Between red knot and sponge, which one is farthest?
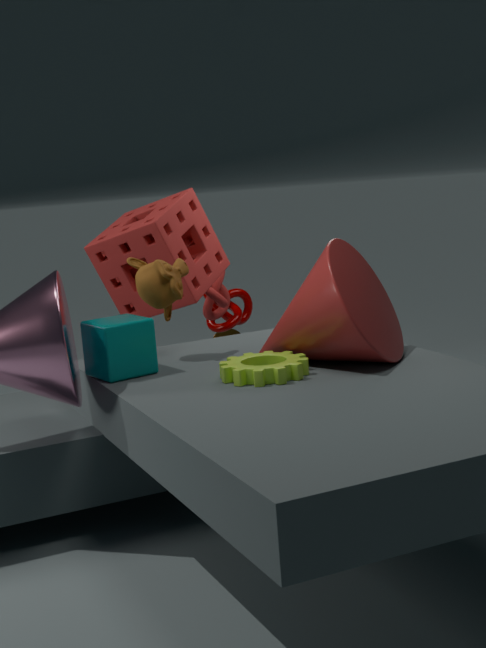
red knot
